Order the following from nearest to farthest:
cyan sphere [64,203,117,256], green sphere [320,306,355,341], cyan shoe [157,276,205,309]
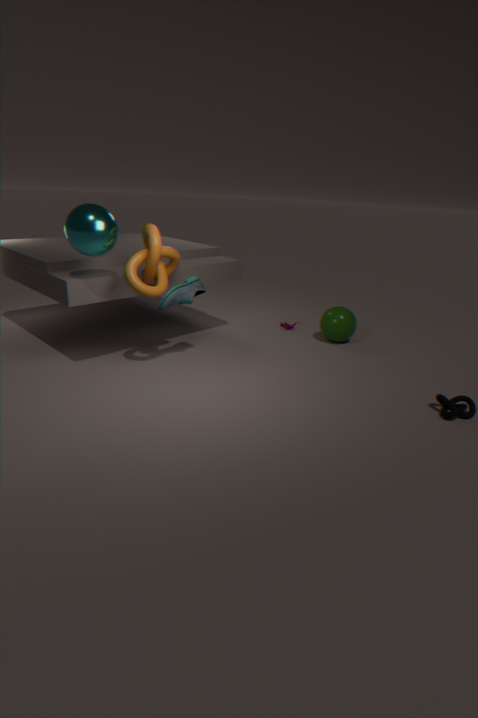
cyan sphere [64,203,117,256] → cyan shoe [157,276,205,309] → green sphere [320,306,355,341]
